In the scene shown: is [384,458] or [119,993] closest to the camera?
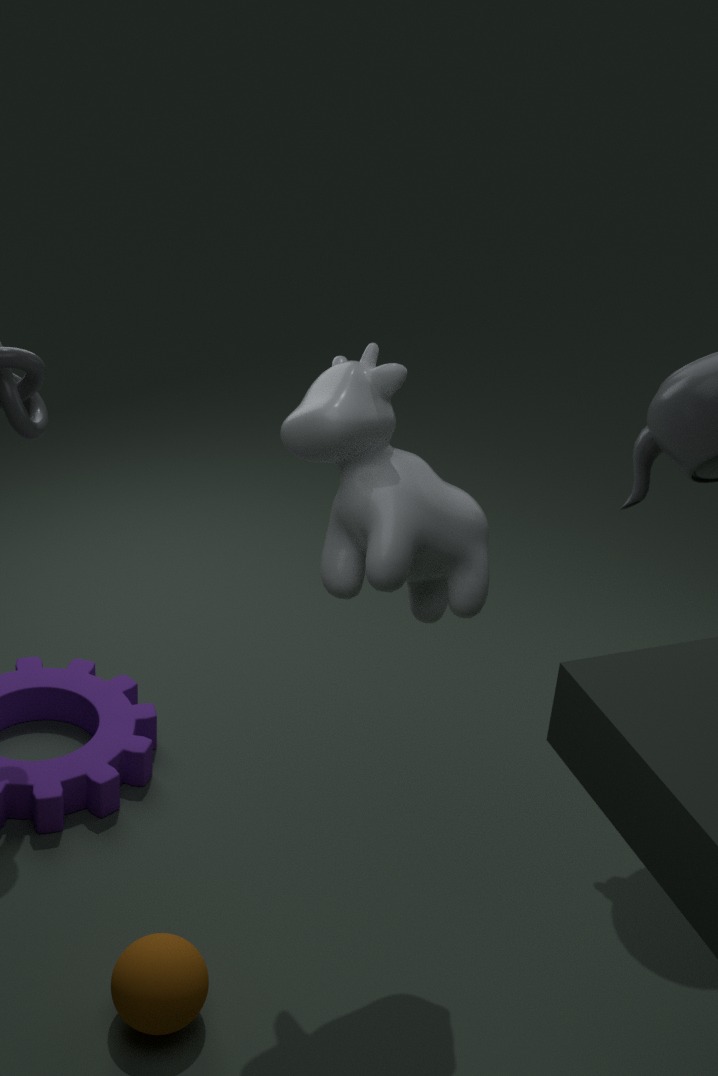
[384,458]
